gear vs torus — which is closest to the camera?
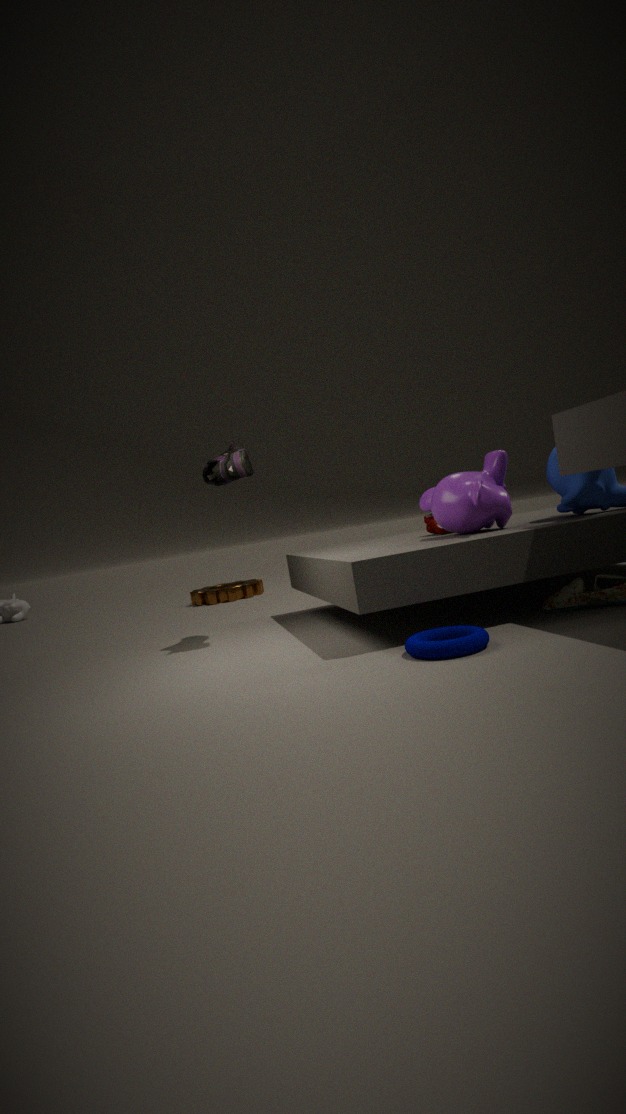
torus
